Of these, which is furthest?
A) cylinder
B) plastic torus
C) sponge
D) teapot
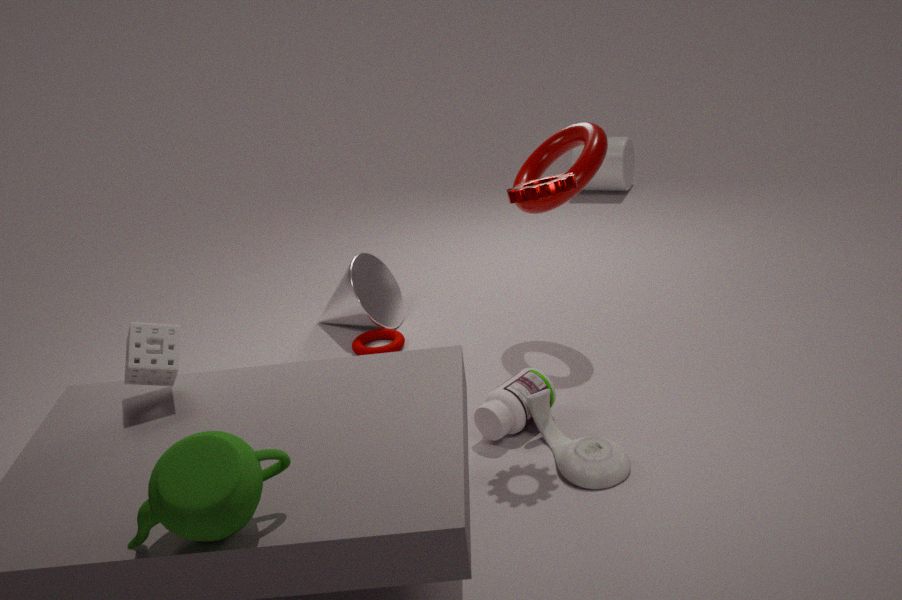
cylinder
